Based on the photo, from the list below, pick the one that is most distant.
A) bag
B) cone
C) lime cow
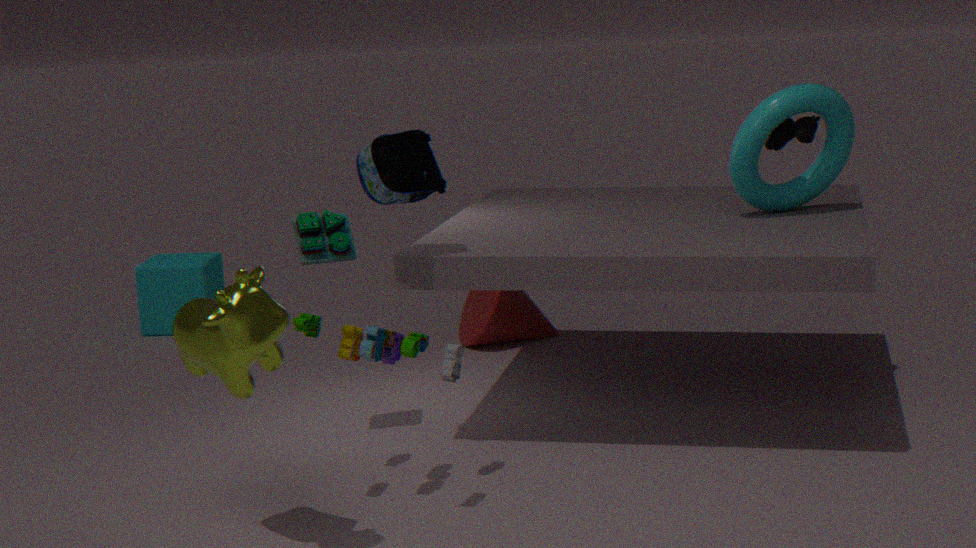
cone
